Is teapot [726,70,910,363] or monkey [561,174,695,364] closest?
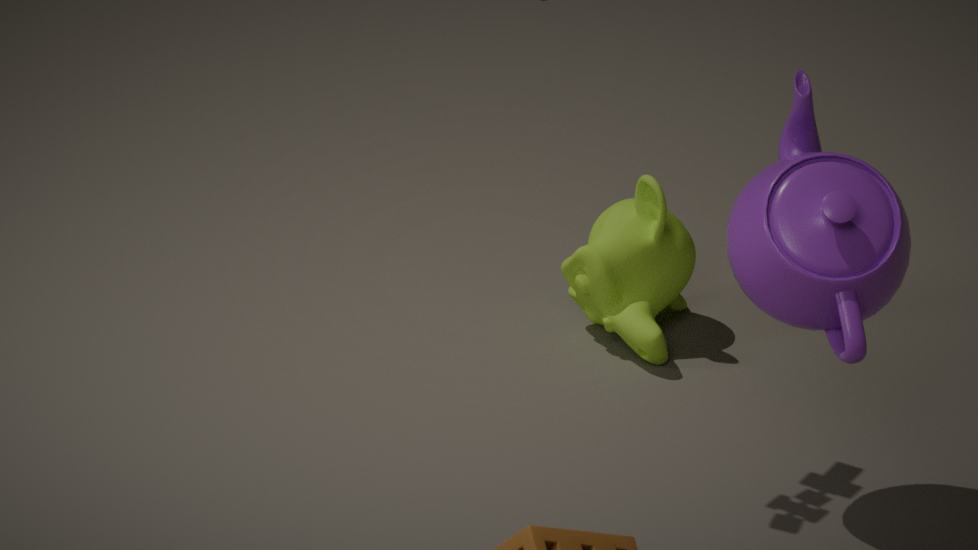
teapot [726,70,910,363]
